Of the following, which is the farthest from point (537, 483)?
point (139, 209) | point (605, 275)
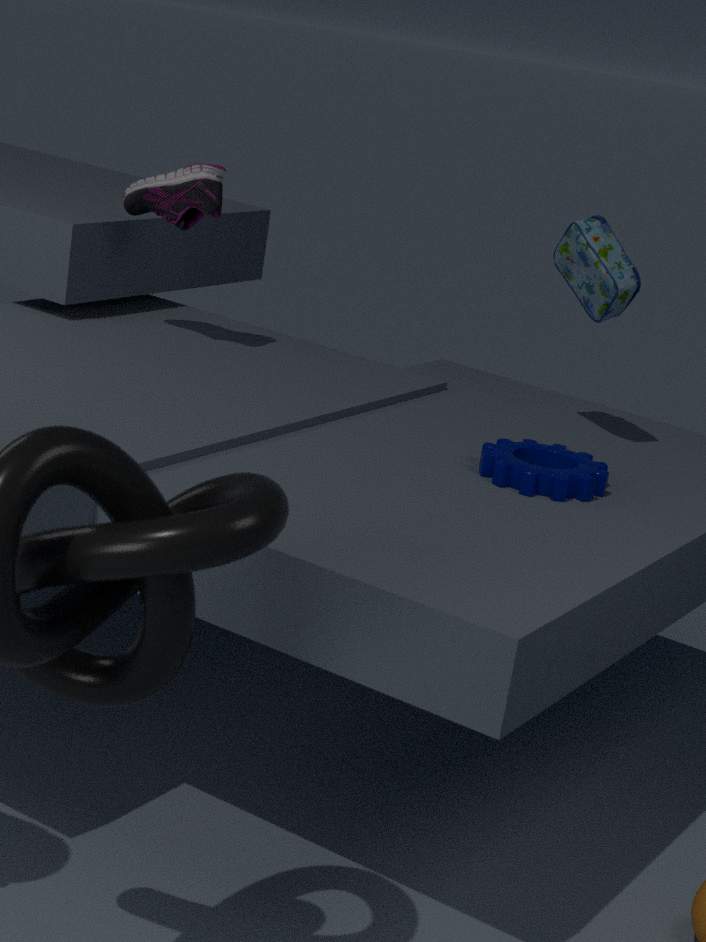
point (139, 209)
